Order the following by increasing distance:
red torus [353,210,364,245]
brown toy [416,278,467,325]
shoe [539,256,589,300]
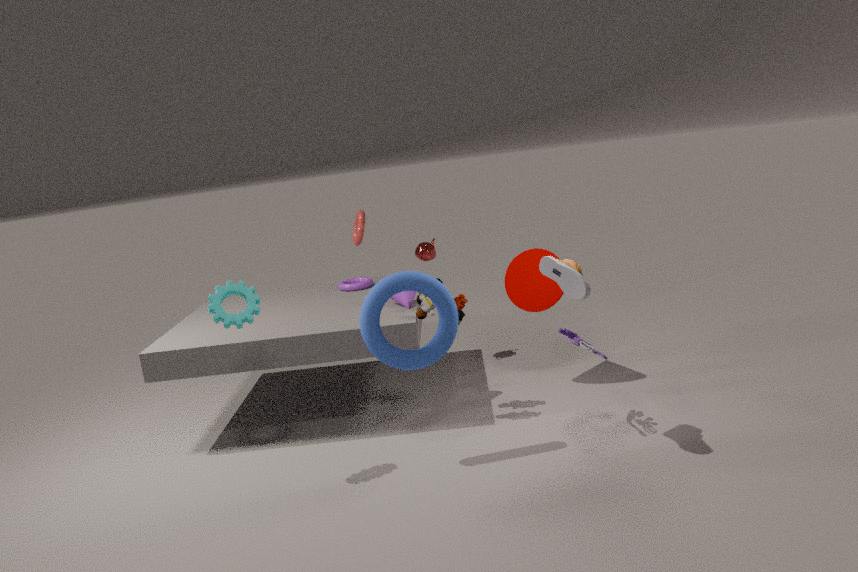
shoe [539,256,589,300], brown toy [416,278,467,325], red torus [353,210,364,245]
